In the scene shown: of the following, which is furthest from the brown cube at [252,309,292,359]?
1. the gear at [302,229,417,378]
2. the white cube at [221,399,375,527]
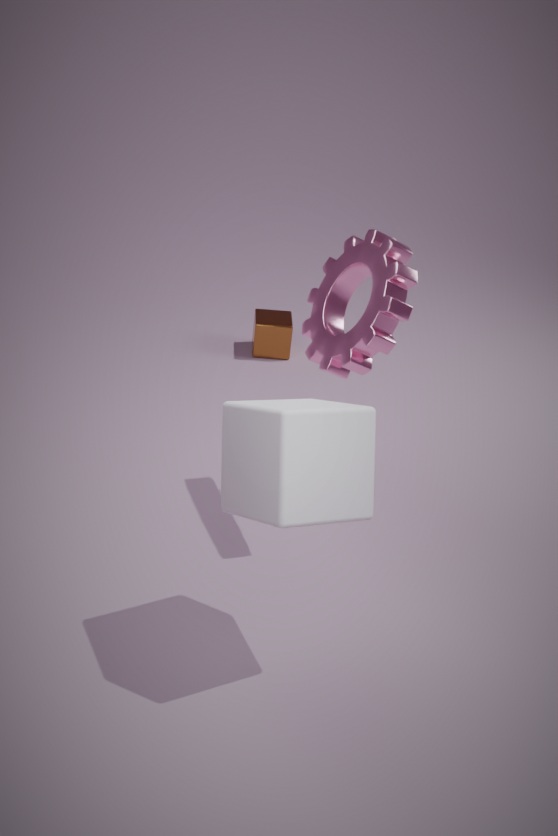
the white cube at [221,399,375,527]
